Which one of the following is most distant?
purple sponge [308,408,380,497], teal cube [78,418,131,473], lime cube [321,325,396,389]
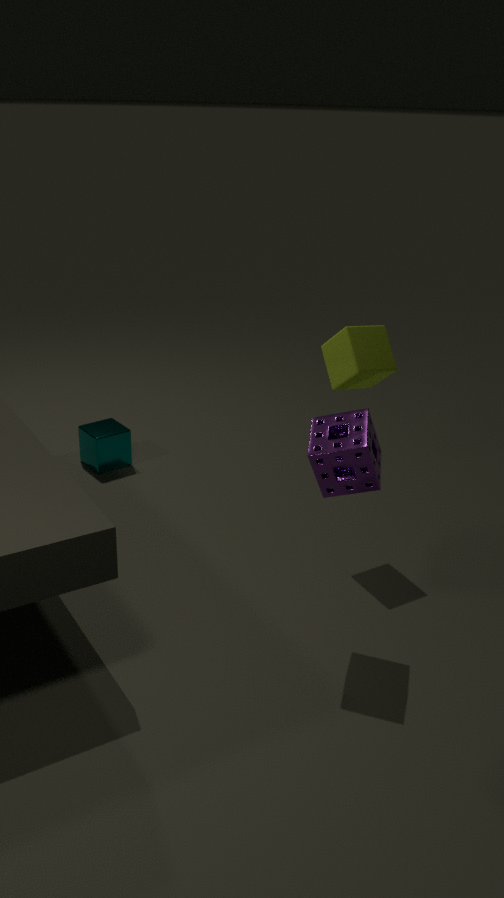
teal cube [78,418,131,473]
